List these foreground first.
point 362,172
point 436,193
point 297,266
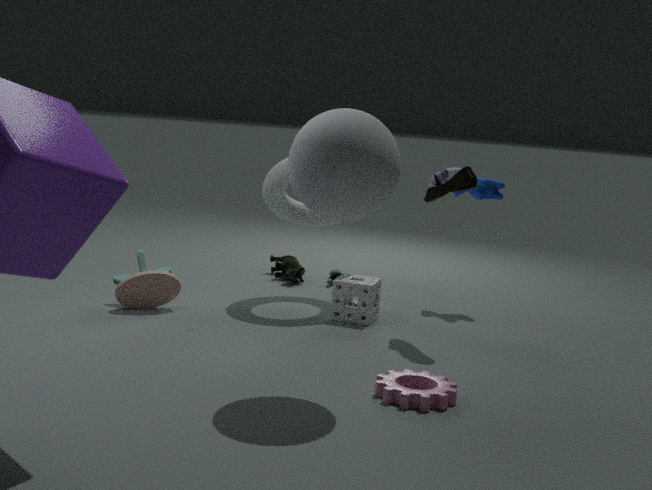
point 362,172 < point 436,193 < point 297,266
